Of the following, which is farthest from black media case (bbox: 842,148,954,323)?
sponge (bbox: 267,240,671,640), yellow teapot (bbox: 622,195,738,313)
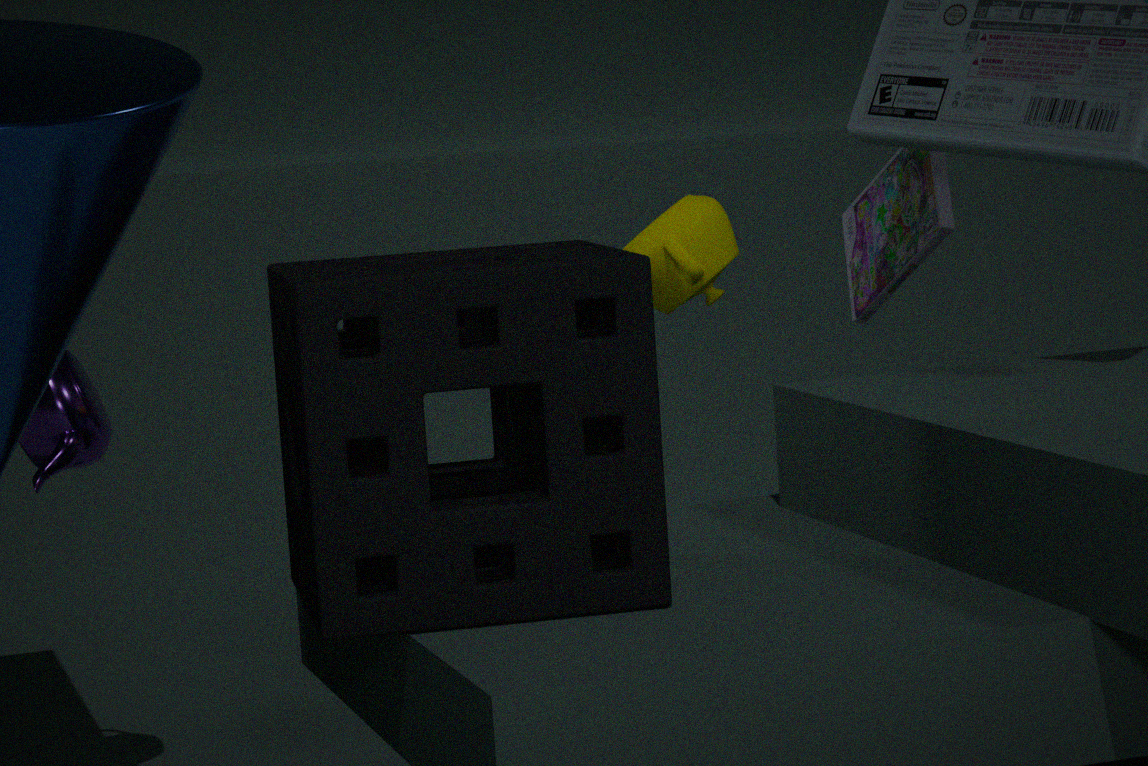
sponge (bbox: 267,240,671,640)
